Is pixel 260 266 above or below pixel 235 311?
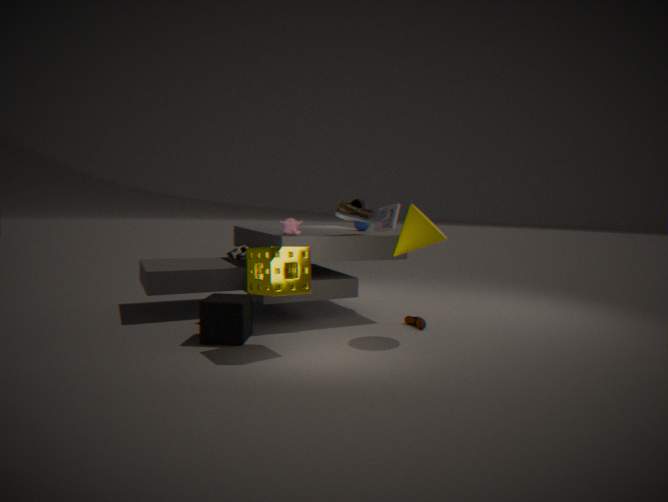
above
